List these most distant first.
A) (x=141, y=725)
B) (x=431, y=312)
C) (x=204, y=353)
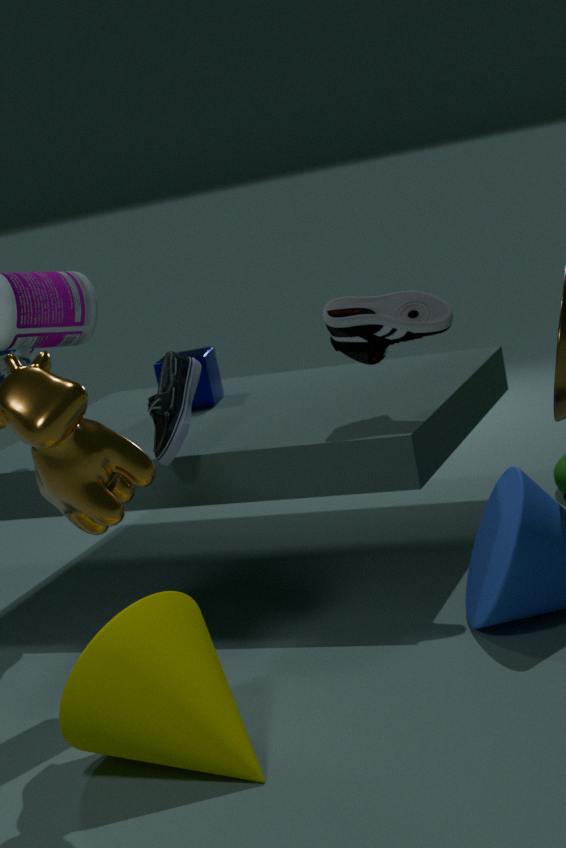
(x=204, y=353), (x=431, y=312), (x=141, y=725)
